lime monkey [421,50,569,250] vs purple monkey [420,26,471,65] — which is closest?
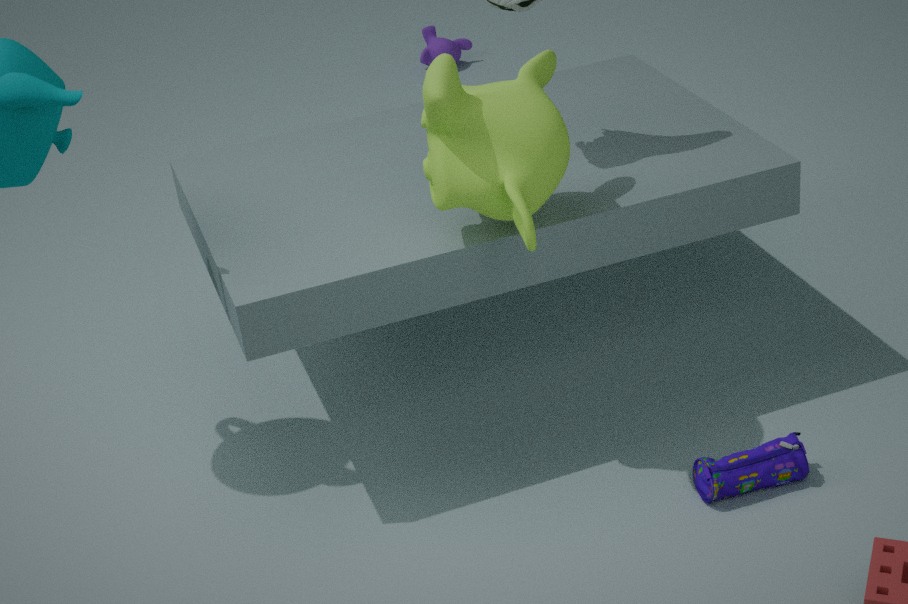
lime monkey [421,50,569,250]
